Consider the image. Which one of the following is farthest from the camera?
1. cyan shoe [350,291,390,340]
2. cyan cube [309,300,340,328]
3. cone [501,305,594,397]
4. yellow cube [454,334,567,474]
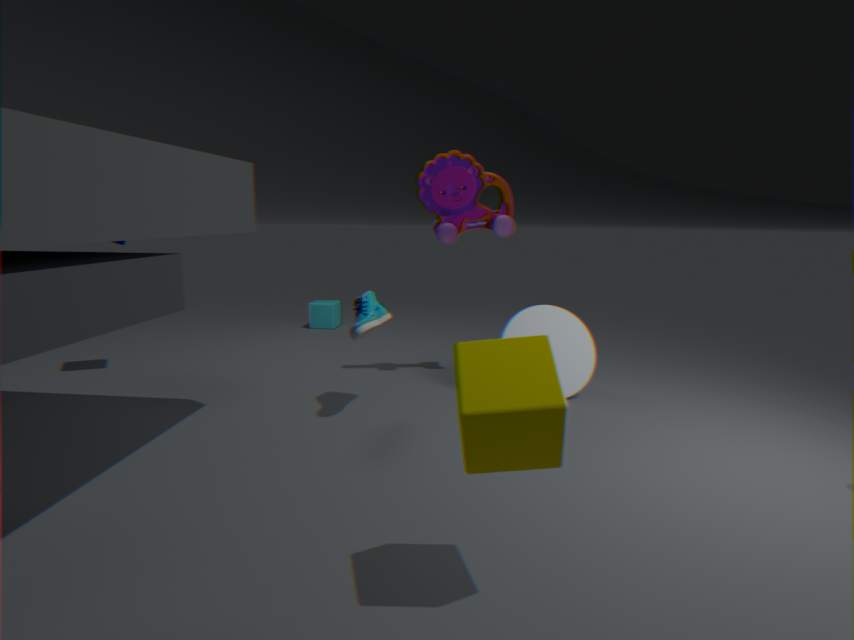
cyan cube [309,300,340,328]
